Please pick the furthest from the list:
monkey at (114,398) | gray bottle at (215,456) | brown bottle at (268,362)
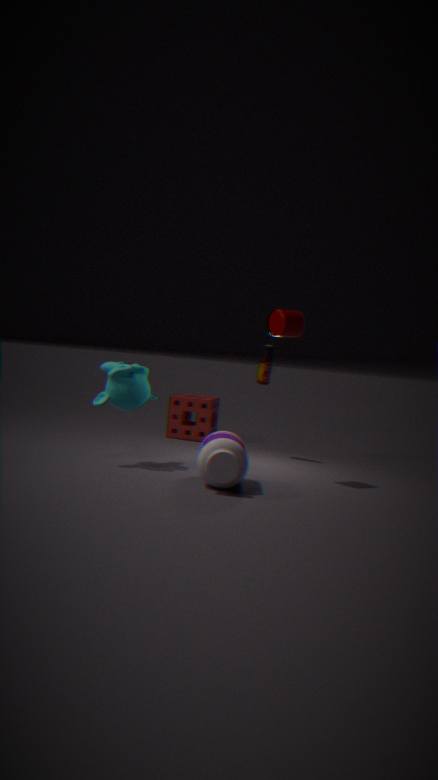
brown bottle at (268,362)
